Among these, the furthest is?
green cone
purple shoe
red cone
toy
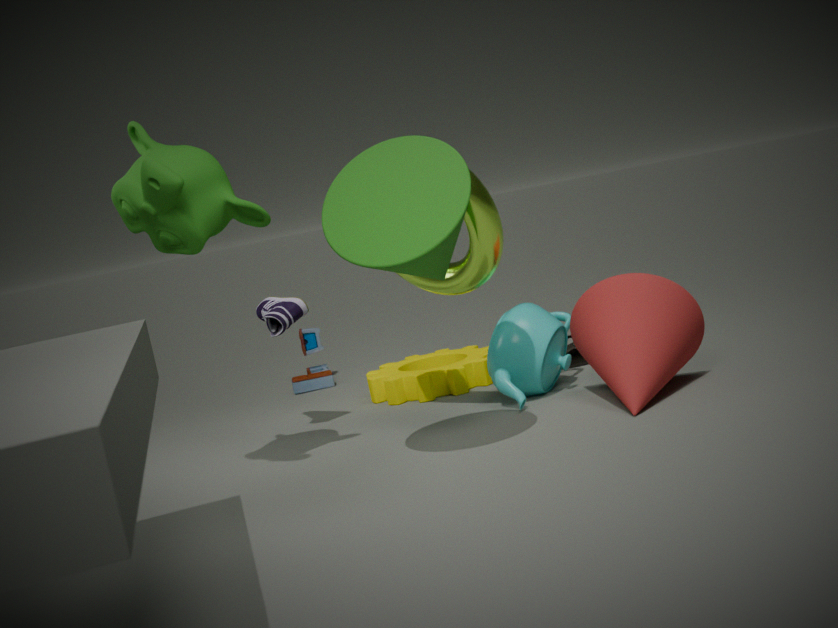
toy
